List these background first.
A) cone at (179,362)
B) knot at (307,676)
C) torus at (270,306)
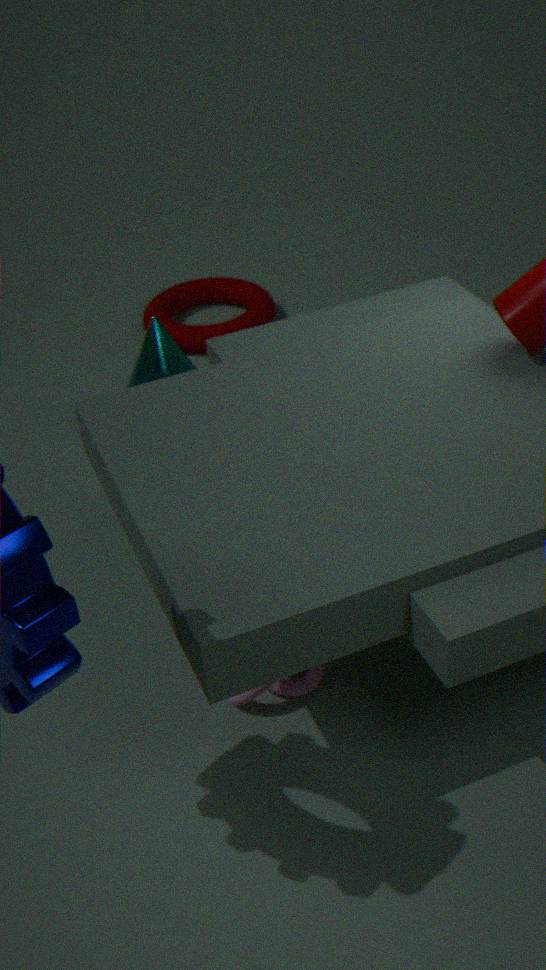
torus at (270,306) → cone at (179,362) → knot at (307,676)
